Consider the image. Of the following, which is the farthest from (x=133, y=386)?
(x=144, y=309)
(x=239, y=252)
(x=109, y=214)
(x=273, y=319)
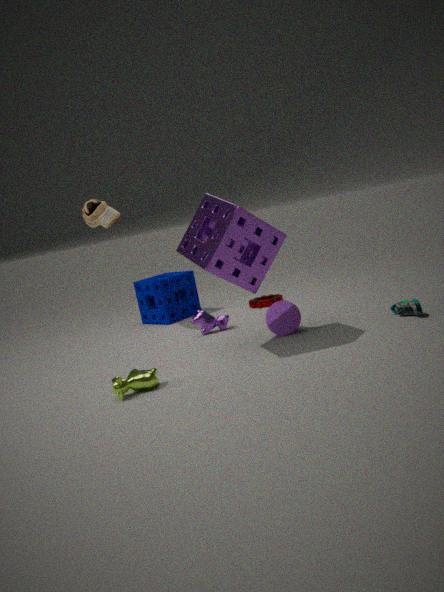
(x=144, y=309)
